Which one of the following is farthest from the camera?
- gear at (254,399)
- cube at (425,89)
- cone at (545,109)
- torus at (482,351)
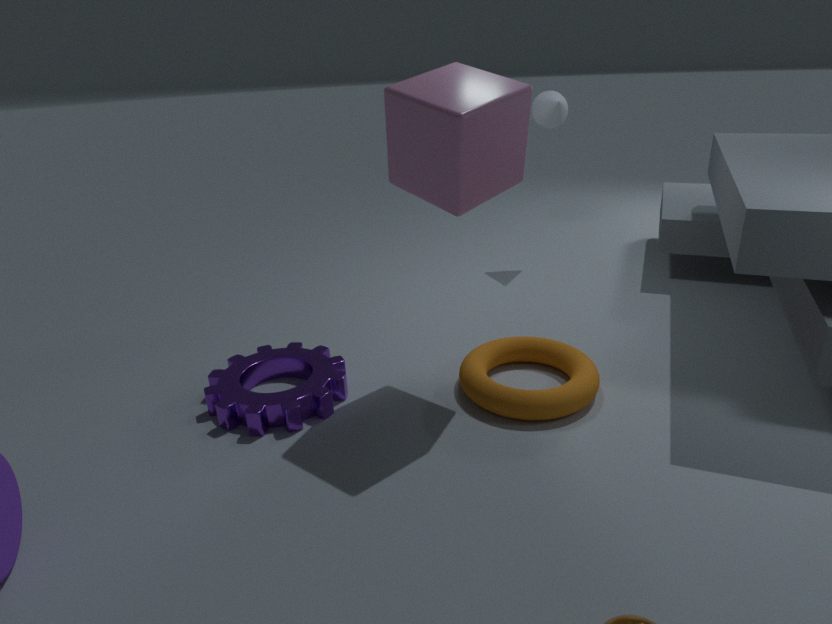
cone at (545,109)
